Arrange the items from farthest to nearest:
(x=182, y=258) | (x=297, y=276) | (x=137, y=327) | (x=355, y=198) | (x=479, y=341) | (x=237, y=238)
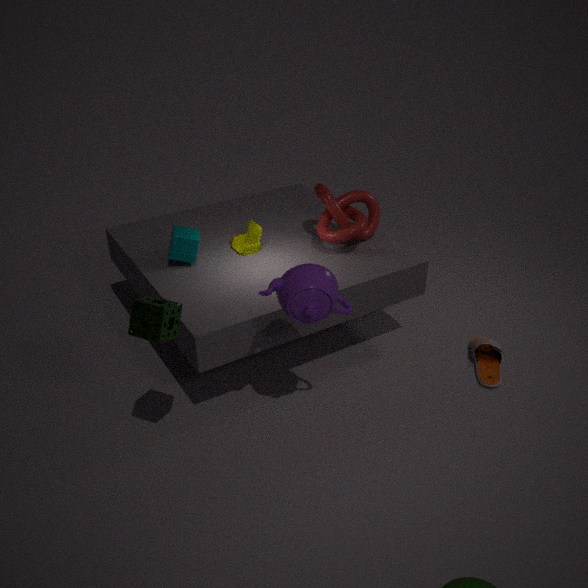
(x=237, y=238) < (x=355, y=198) < (x=479, y=341) < (x=182, y=258) < (x=297, y=276) < (x=137, y=327)
